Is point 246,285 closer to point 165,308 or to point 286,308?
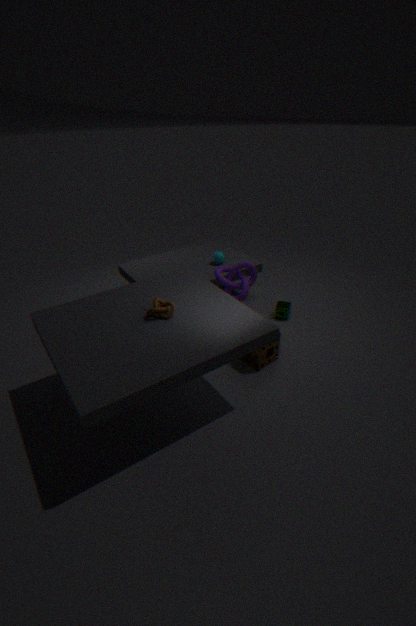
point 286,308
